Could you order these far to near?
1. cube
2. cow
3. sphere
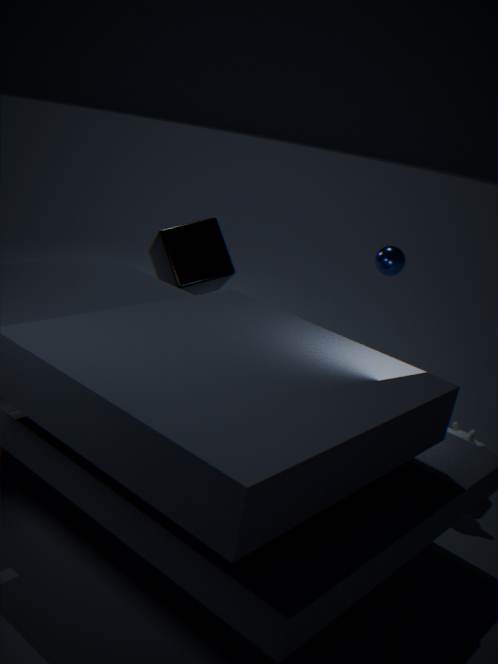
sphere, cube, cow
